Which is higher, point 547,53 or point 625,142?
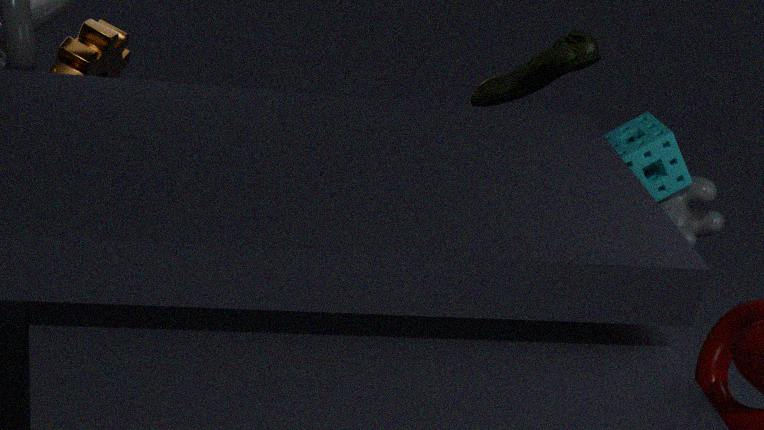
point 625,142
